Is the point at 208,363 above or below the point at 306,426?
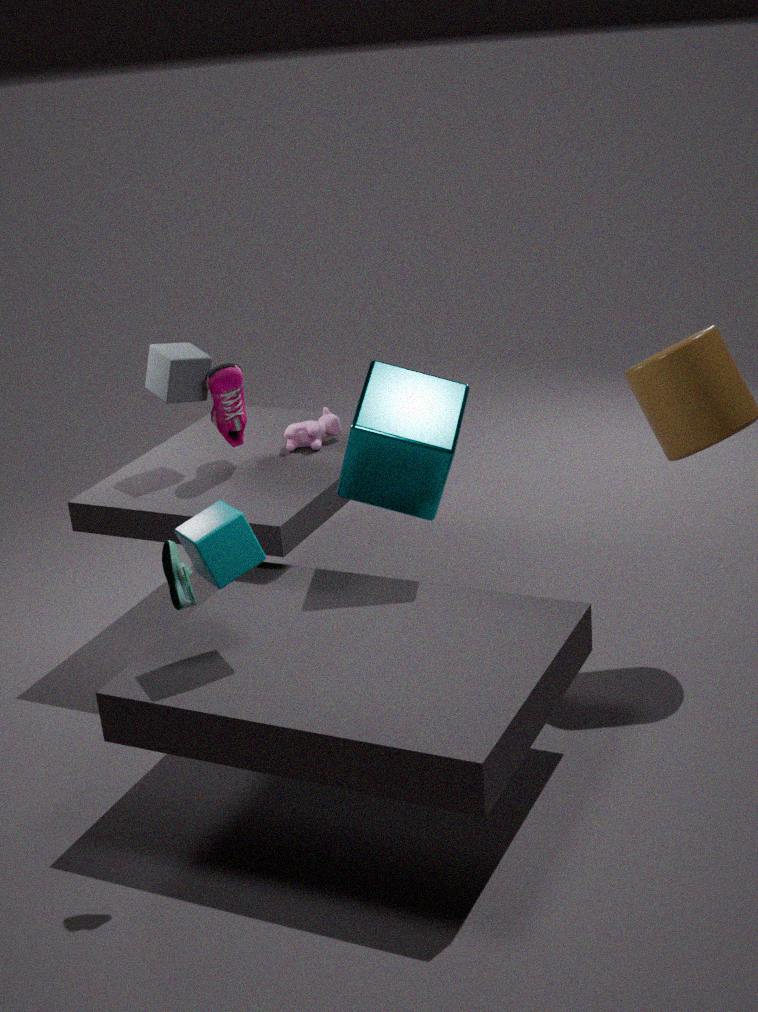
above
